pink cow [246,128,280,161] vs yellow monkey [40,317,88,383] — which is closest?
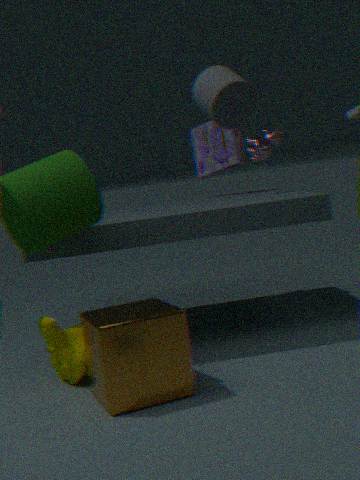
yellow monkey [40,317,88,383]
